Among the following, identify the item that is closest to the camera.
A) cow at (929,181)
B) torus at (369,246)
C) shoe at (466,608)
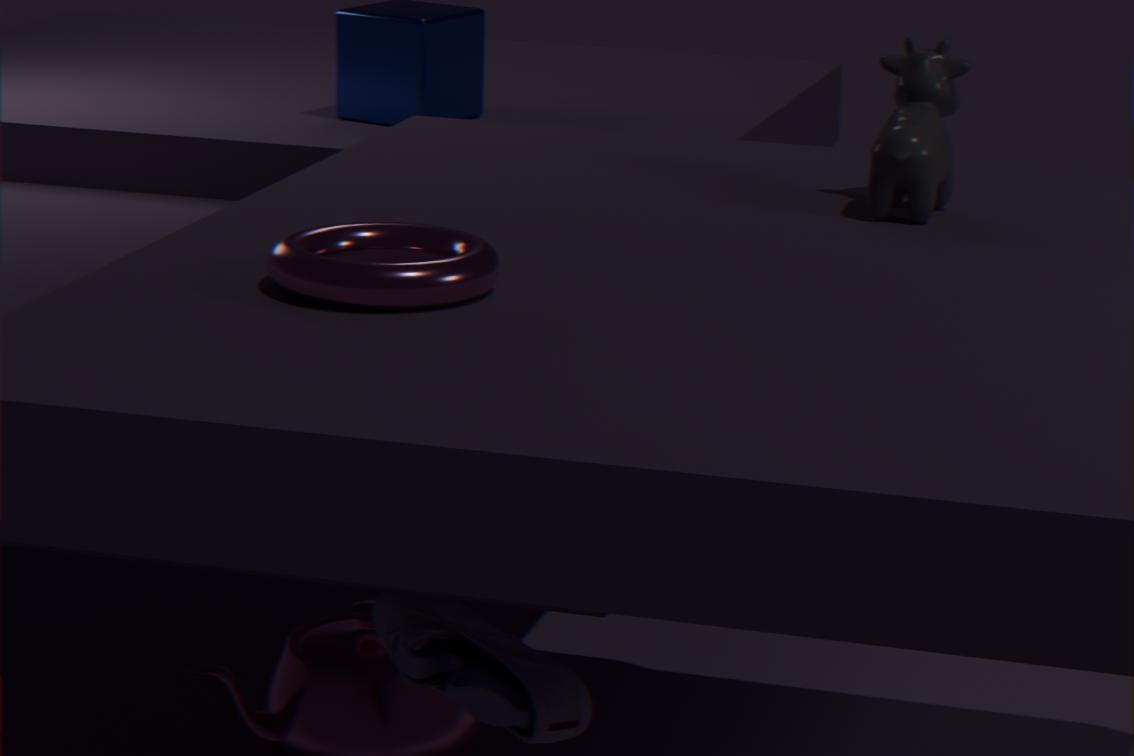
torus at (369,246)
